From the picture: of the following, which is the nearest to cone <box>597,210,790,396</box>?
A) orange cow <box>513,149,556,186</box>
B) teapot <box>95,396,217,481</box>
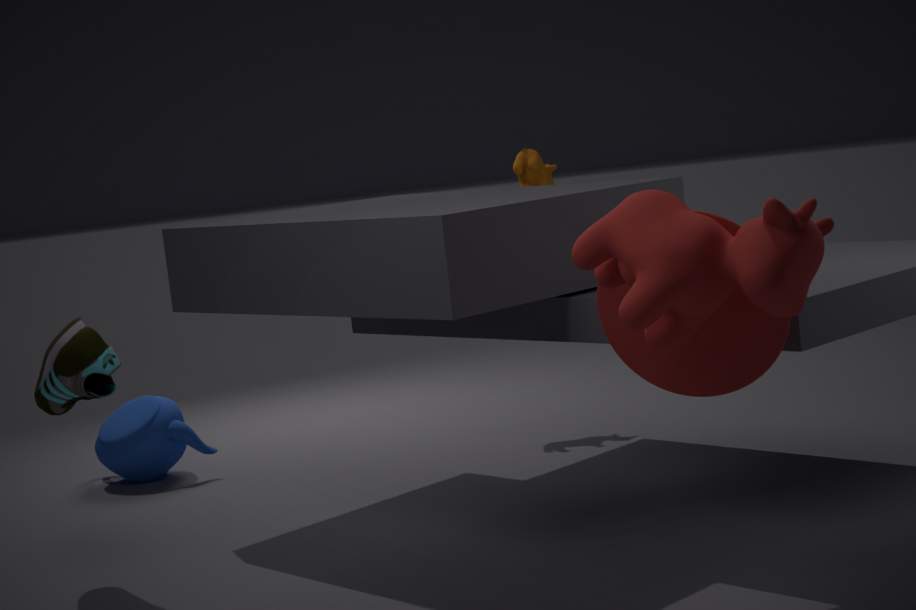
orange cow <box>513,149,556,186</box>
